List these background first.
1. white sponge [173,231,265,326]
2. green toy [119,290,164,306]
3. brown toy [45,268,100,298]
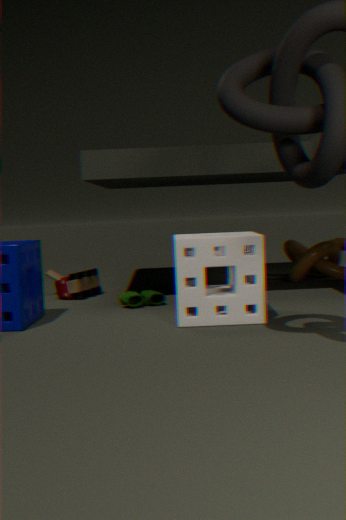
brown toy [45,268,100,298] → green toy [119,290,164,306] → white sponge [173,231,265,326]
